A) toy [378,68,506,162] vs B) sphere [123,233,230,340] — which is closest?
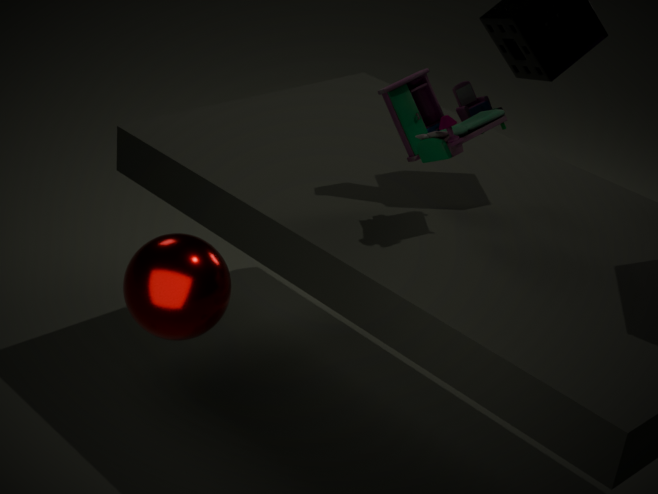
B. sphere [123,233,230,340]
